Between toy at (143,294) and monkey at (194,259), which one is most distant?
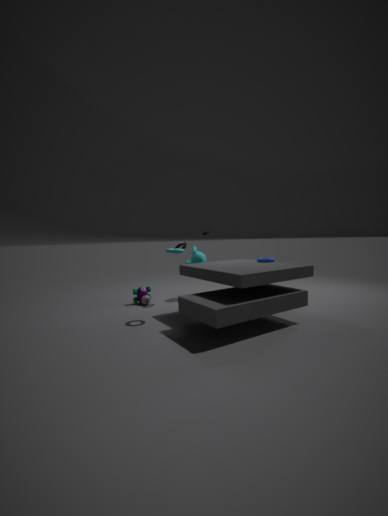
→ monkey at (194,259)
